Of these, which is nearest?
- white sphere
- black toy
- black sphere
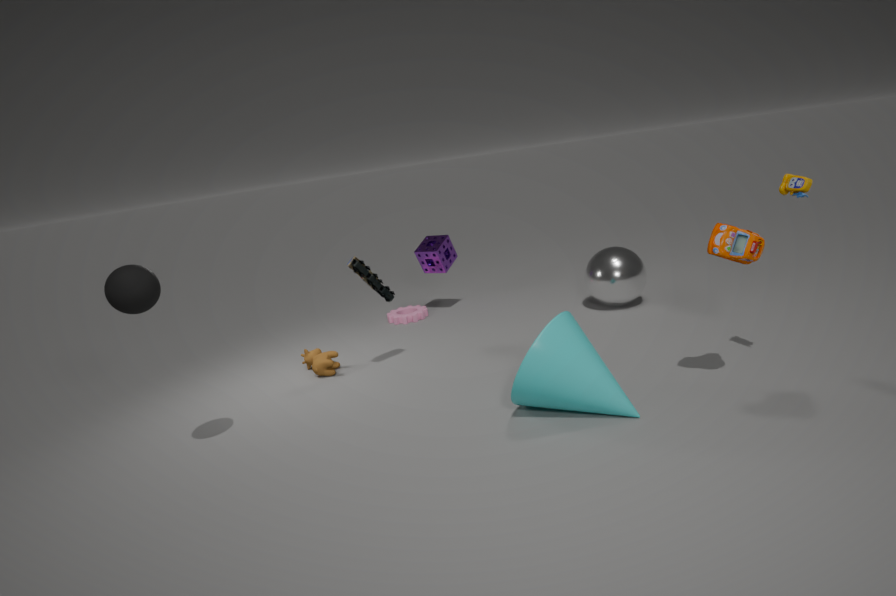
black sphere
